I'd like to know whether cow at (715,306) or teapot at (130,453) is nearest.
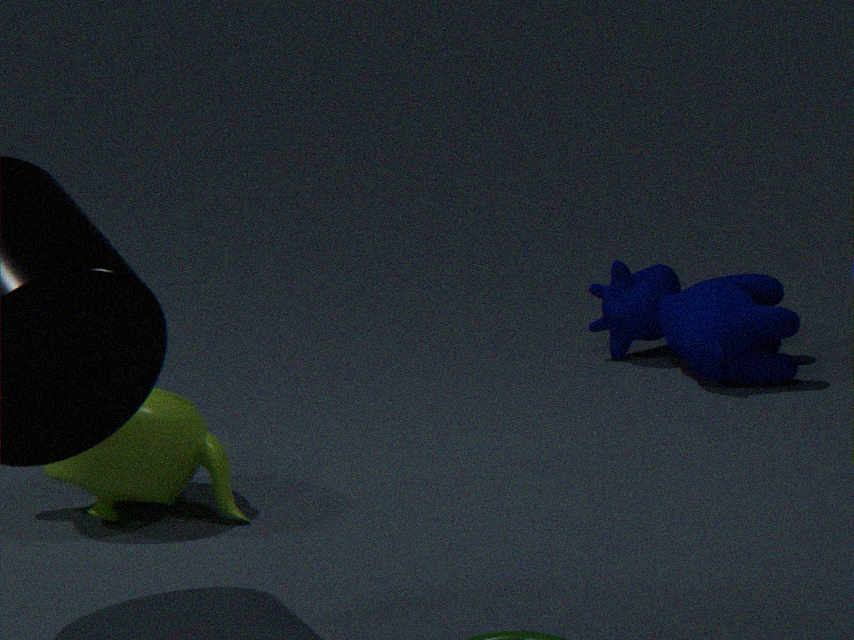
teapot at (130,453)
